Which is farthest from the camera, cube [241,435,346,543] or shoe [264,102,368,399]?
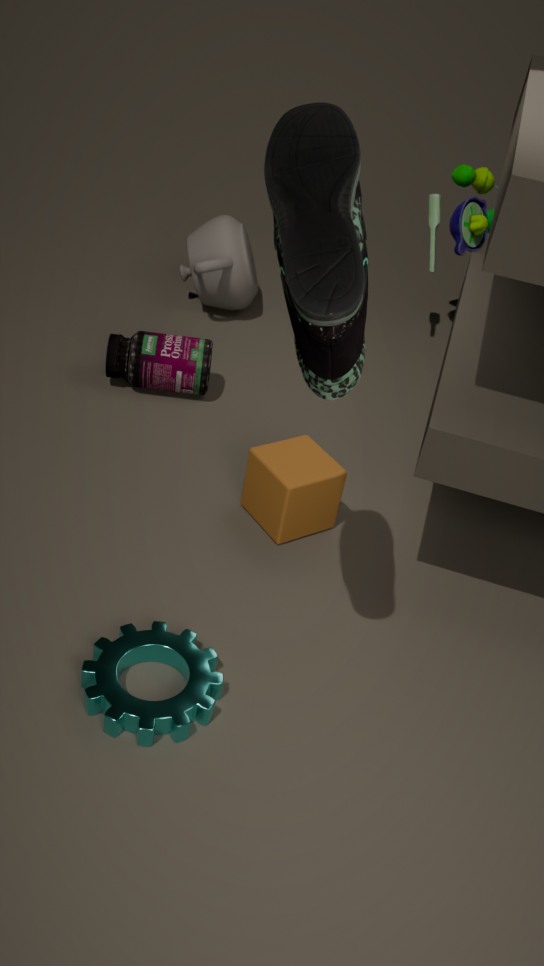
cube [241,435,346,543]
